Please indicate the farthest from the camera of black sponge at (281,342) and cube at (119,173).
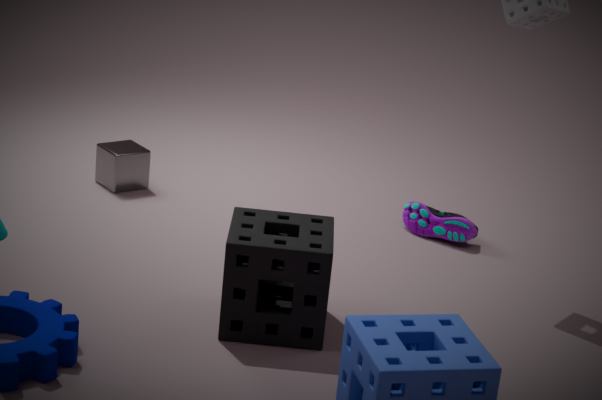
cube at (119,173)
